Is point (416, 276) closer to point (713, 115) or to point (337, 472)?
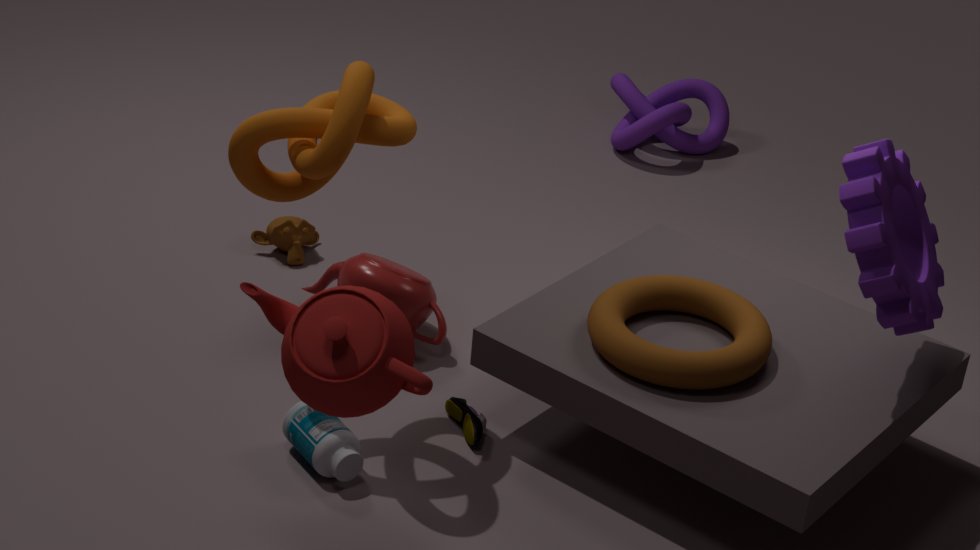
point (337, 472)
